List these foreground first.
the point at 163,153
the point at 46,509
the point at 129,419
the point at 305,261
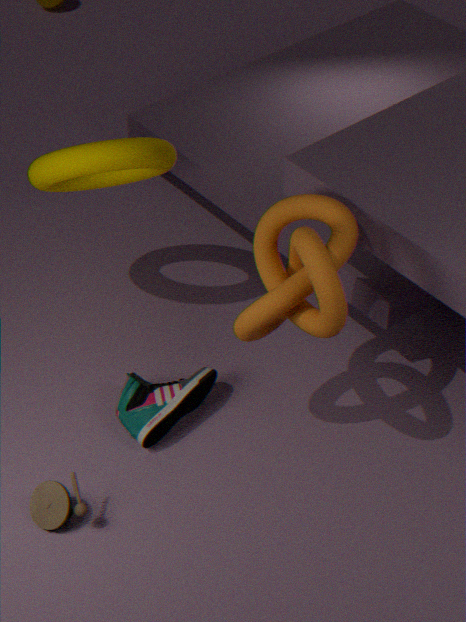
the point at 305,261 → the point at 46,509 → the point at 129,419 → the point at 163,153
